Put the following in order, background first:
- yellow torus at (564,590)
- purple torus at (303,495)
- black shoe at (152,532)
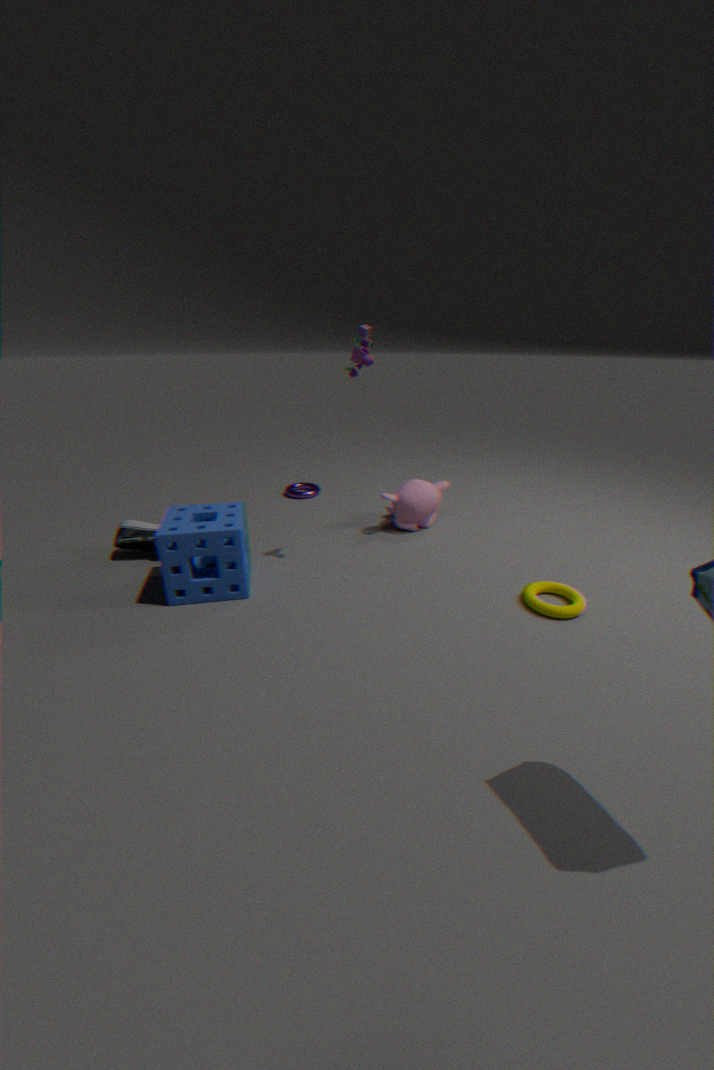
purple torus at (303,495) < black shoe at (152,532) < yellow torus at (564,590)
